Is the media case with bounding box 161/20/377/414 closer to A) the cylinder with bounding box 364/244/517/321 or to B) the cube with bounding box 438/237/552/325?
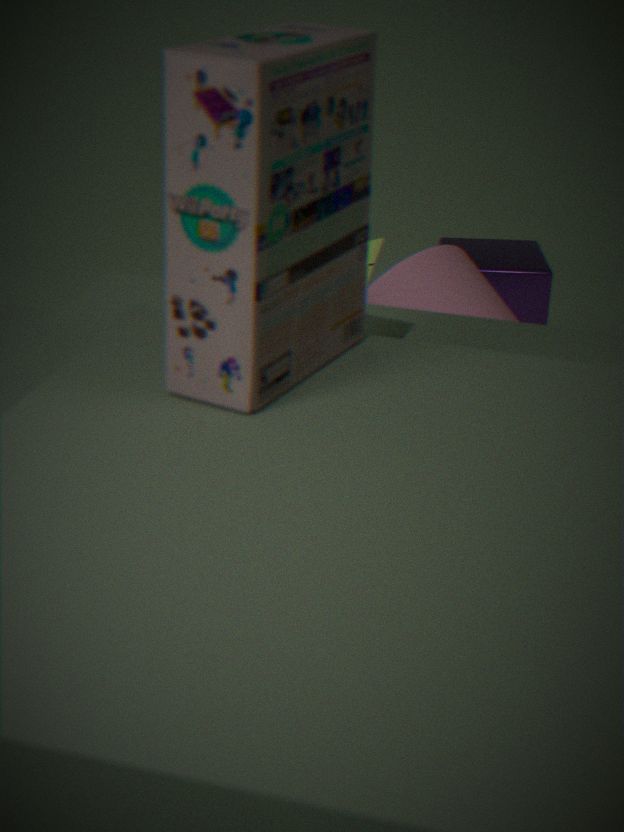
A) the cylinder with bounding box 364/244/517/321
